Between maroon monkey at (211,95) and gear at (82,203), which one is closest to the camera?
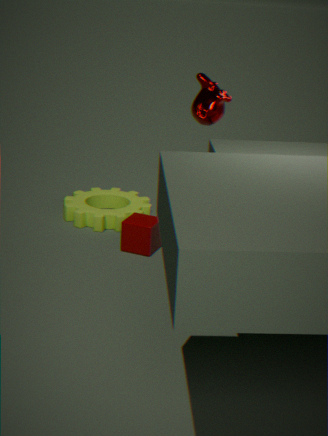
maroon monkey at (211,95)
